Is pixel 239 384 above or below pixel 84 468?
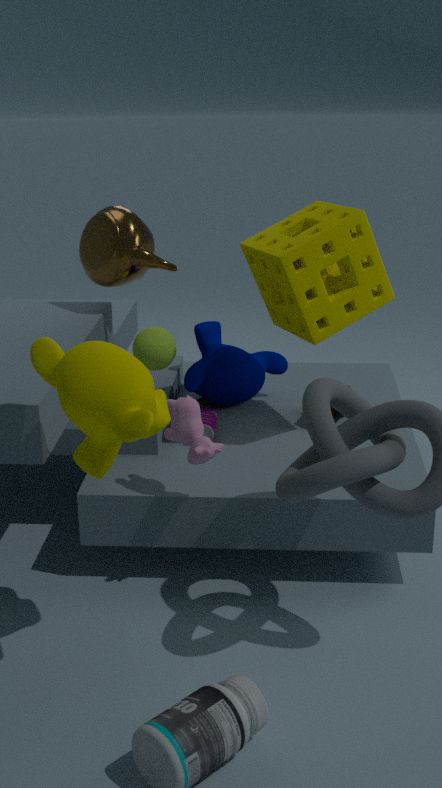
below
